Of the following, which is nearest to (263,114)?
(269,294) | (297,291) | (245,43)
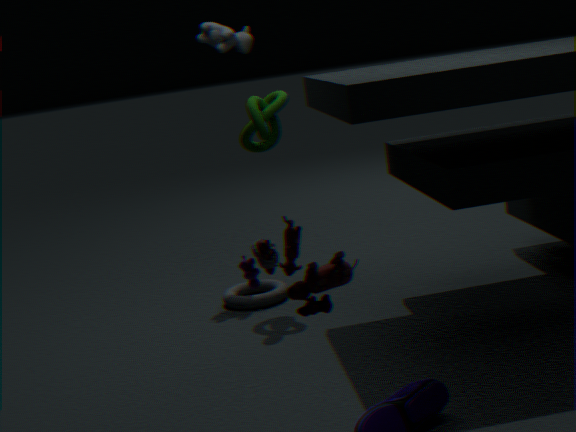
(245,43)
